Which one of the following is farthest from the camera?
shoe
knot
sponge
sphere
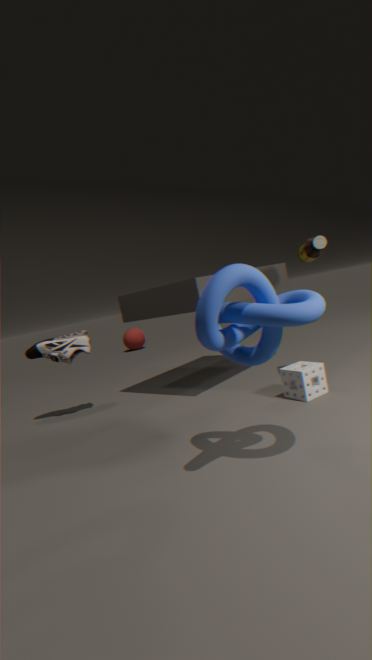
sphere
